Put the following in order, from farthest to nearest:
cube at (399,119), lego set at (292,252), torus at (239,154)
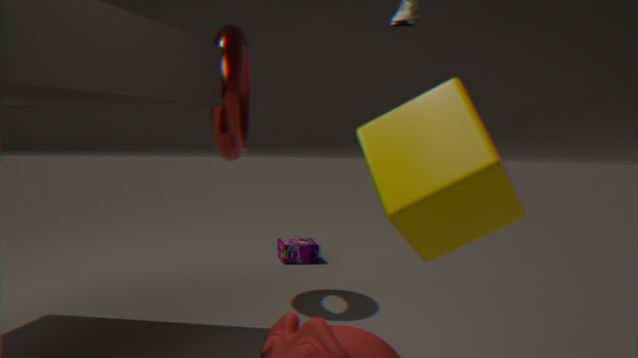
lego set at (292,252) < torus at (239,154) < cube at (399,119)
